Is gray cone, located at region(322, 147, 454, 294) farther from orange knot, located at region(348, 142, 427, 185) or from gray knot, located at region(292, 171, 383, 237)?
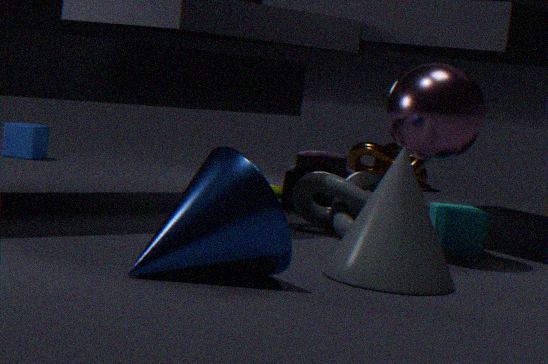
orange knot, located at region(348, 142, 427, 185)
